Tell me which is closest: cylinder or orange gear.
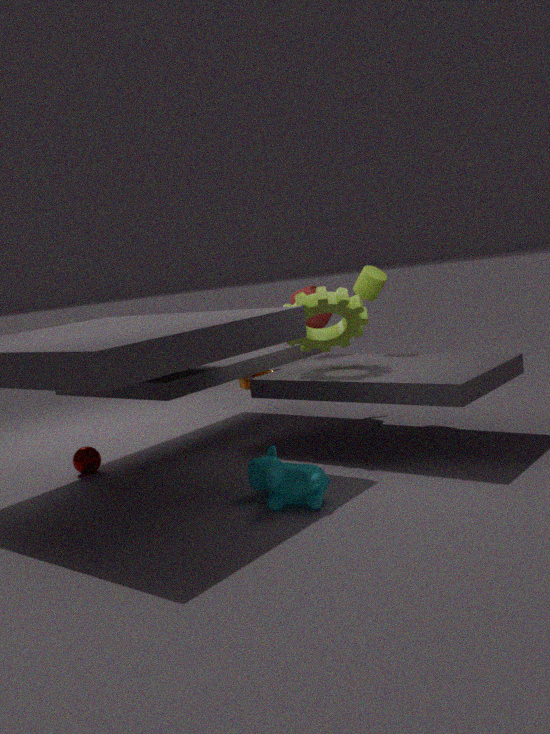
cylinder
